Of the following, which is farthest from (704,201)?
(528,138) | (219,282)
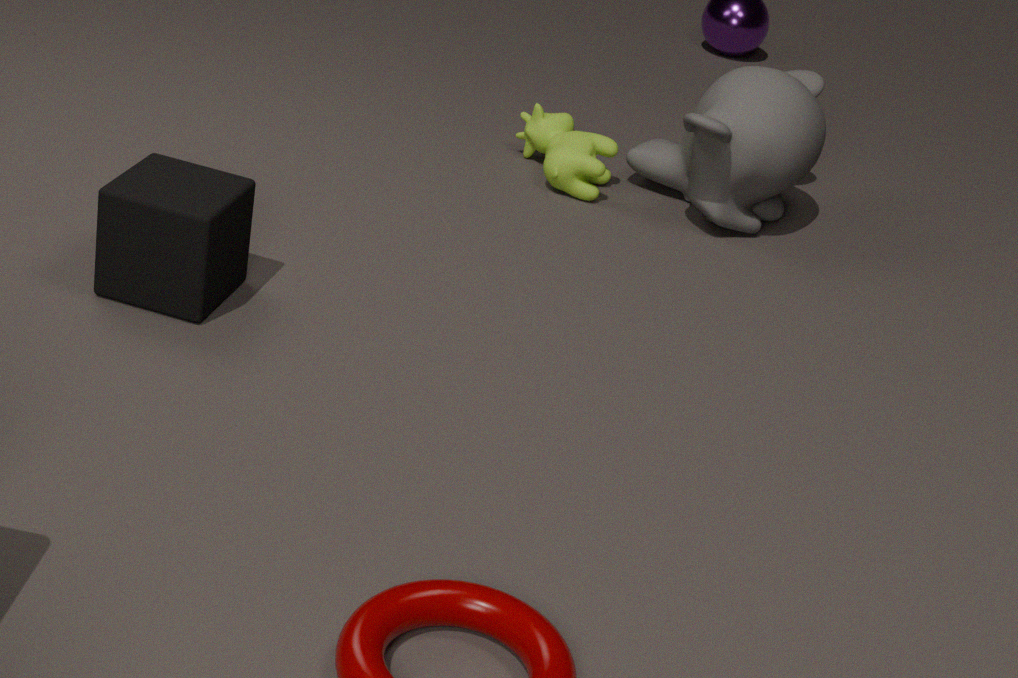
(219,282)
